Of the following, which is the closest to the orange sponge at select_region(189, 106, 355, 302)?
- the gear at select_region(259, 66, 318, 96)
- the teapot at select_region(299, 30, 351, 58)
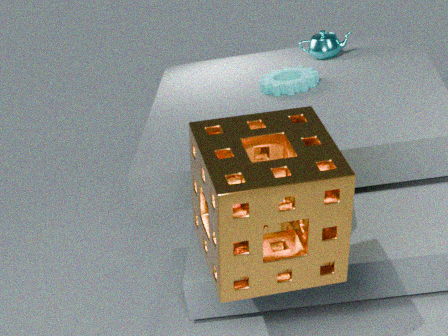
the gear at select_region(259, 66, 318, 96)
